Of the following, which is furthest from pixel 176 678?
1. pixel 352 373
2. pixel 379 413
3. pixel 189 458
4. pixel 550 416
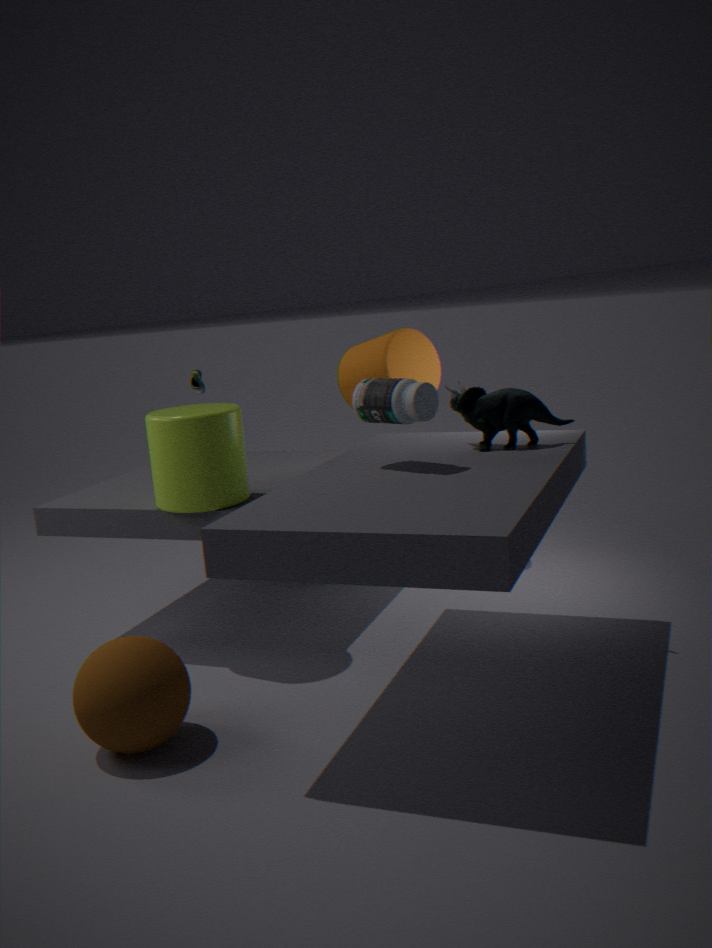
pixel 352 373
